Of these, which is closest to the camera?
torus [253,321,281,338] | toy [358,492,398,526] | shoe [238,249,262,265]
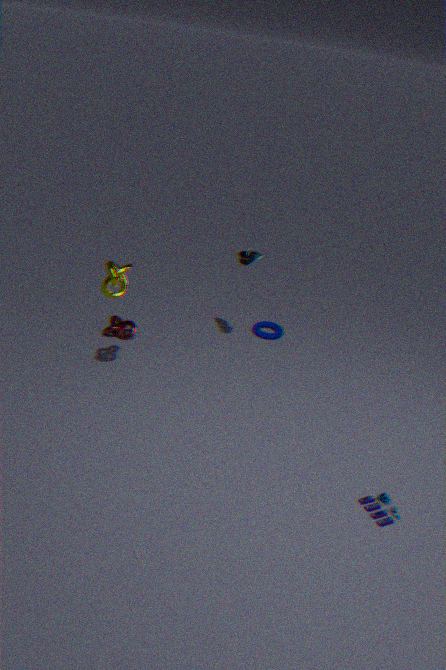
Answer: toy [358,492,398,526]
